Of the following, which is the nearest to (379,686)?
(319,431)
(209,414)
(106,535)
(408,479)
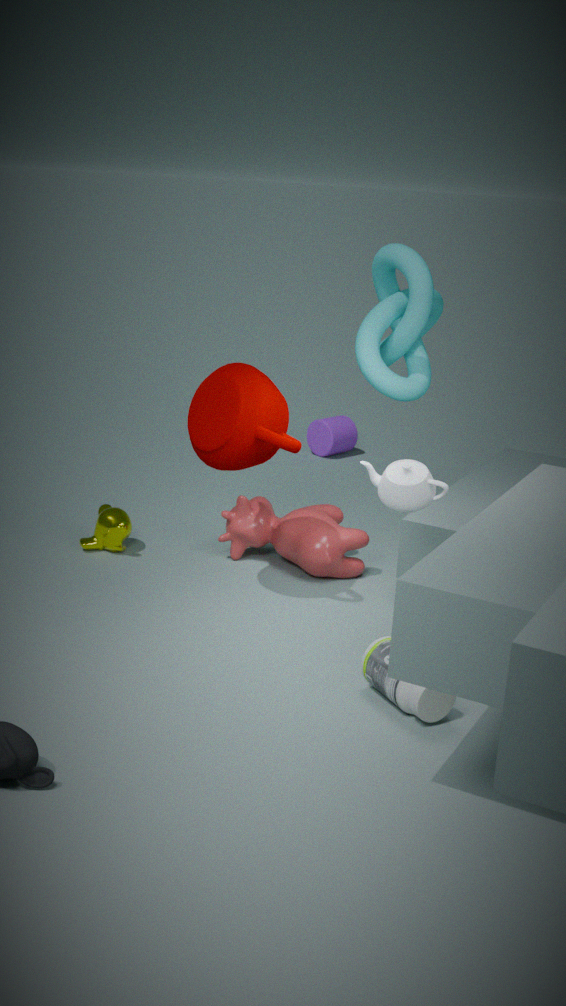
(408,479)
